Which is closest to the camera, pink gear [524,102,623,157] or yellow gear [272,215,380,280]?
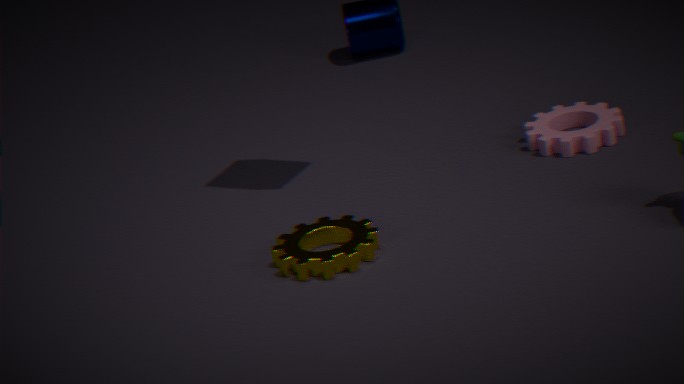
yellow gear [272,215,380,280]
